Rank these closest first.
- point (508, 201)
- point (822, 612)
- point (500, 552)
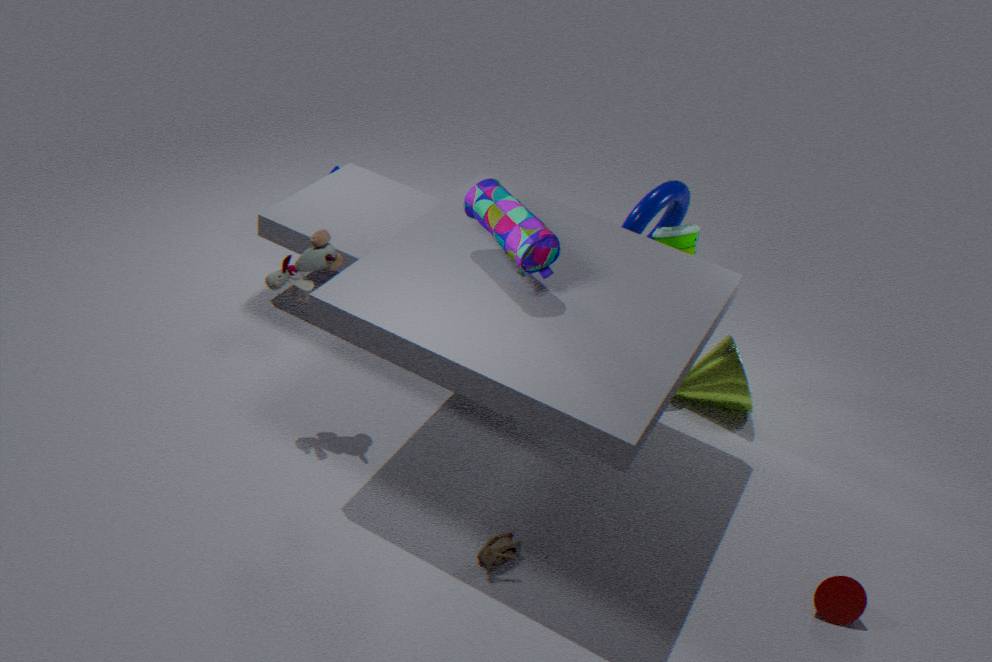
point (500, 552) → point (822, 612) → point (508, 201)
